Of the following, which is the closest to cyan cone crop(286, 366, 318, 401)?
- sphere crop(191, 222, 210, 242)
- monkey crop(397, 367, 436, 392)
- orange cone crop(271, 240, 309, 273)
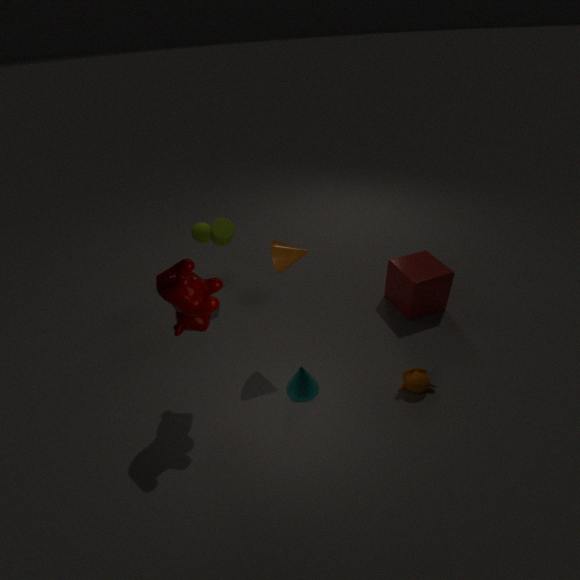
monkey crop(397, 367, 436, 392)
